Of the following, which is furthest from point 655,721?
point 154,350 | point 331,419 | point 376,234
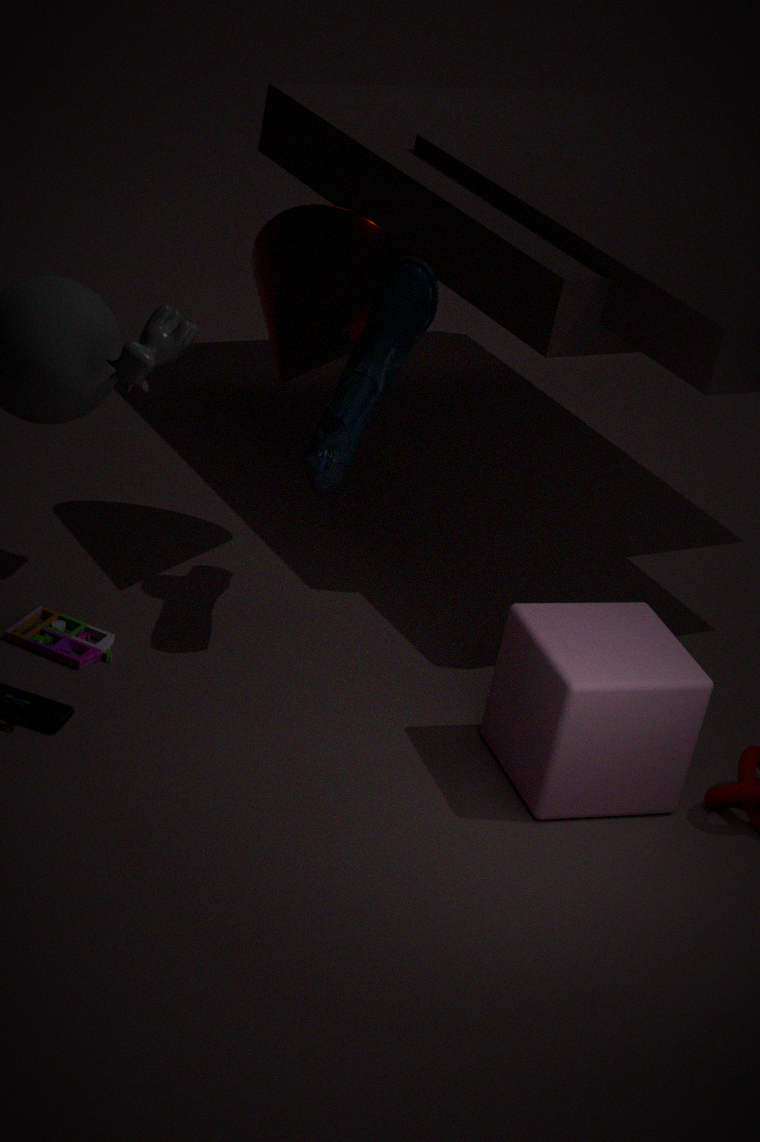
point 154,350
